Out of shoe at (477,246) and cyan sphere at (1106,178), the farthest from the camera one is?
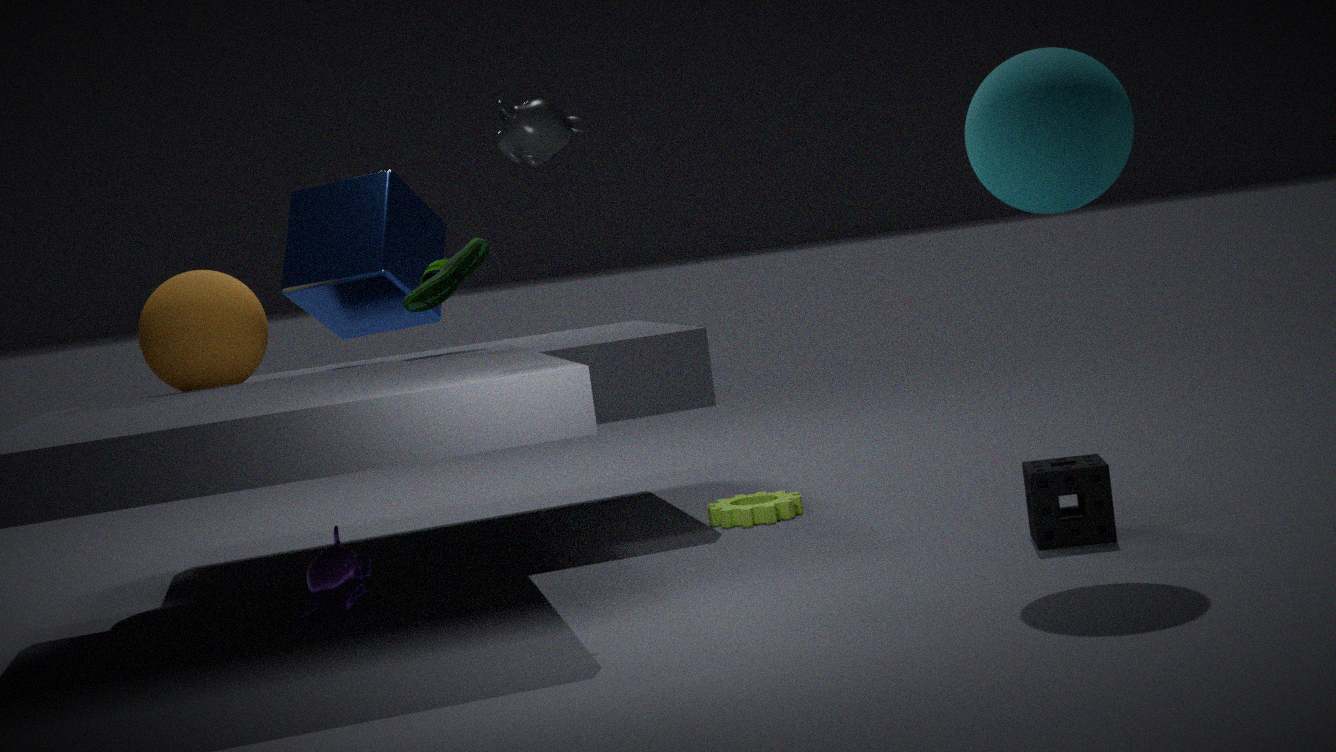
shoe at (477,246)
